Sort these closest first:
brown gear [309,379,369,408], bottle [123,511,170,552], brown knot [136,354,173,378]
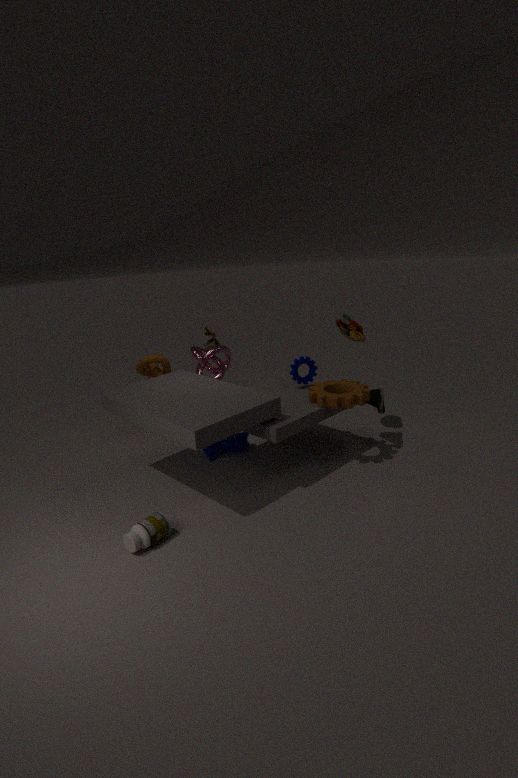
bottle [123,511,170,552] → brown gear [309,379,369,408] → brown knot [136,354,173,378]
